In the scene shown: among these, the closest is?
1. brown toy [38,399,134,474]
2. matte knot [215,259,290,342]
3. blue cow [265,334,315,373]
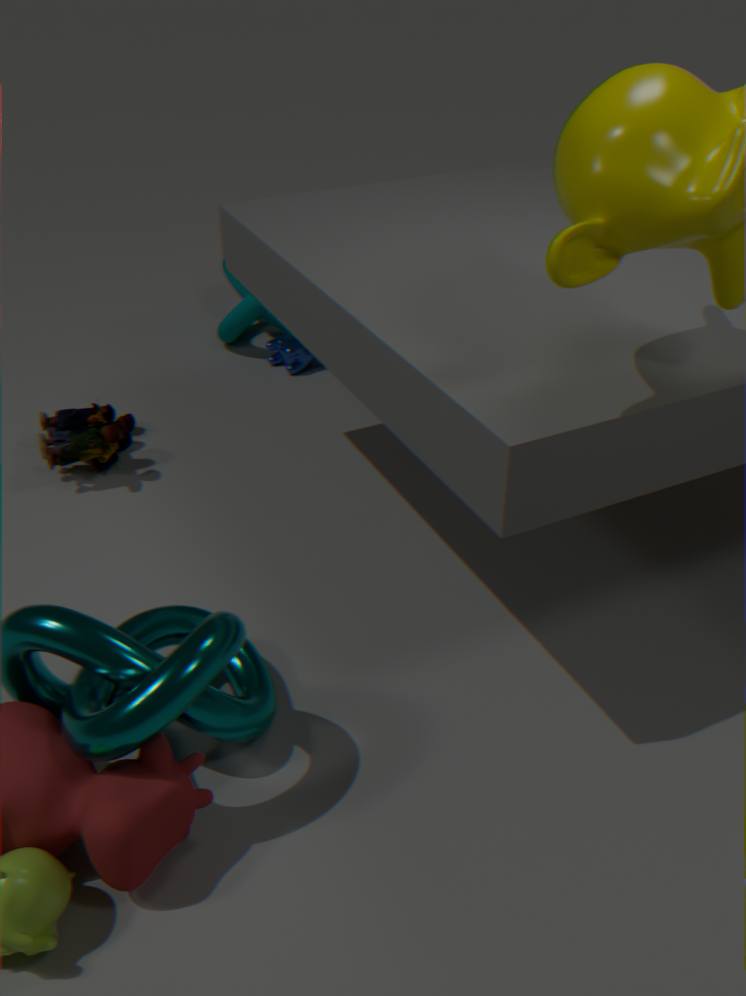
brown toy [38,399,134,474]
